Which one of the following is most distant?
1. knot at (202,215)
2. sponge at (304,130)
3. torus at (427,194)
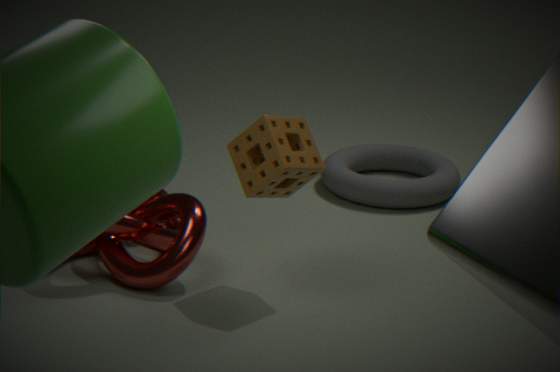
torus at (427,194)
